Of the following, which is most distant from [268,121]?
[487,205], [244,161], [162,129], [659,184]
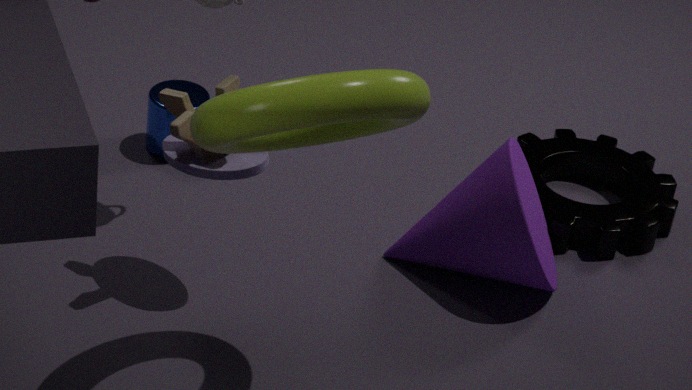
[659,184]
